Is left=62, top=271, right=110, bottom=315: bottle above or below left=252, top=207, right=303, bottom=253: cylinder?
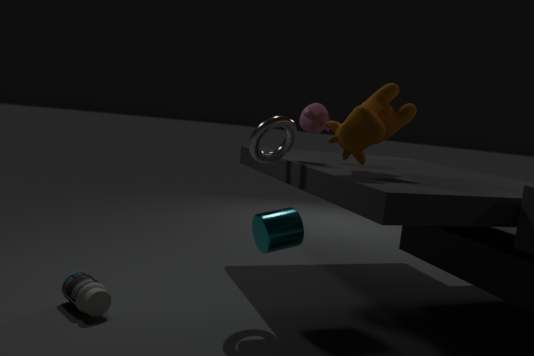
below
